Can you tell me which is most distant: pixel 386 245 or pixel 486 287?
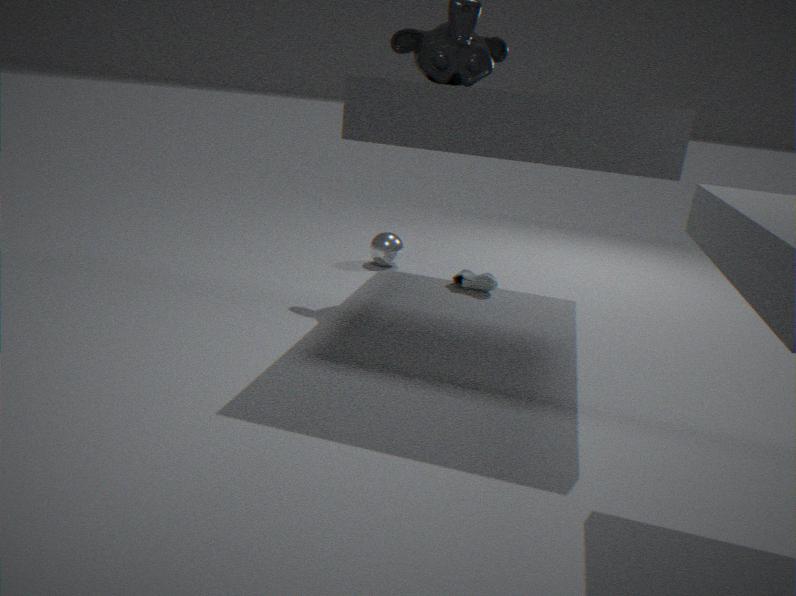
pixel 386 245
